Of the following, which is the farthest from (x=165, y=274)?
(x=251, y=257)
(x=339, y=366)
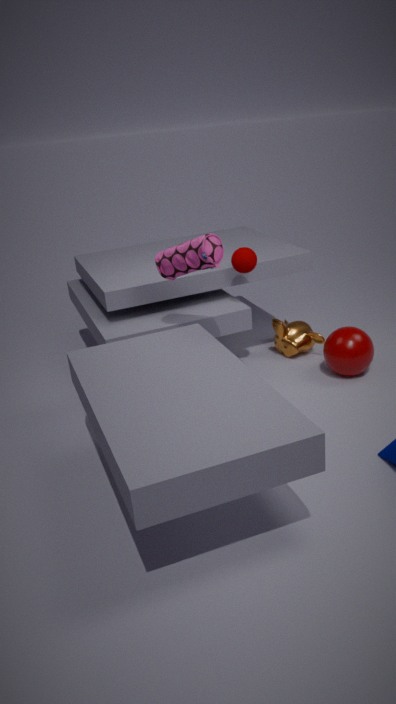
(x=339, y=366)
